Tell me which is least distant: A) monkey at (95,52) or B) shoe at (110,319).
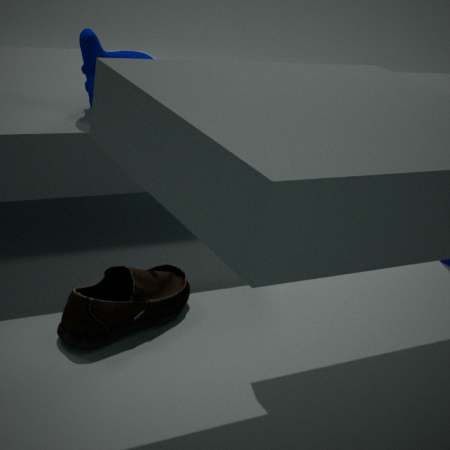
A: B. shoe at (110,319)
